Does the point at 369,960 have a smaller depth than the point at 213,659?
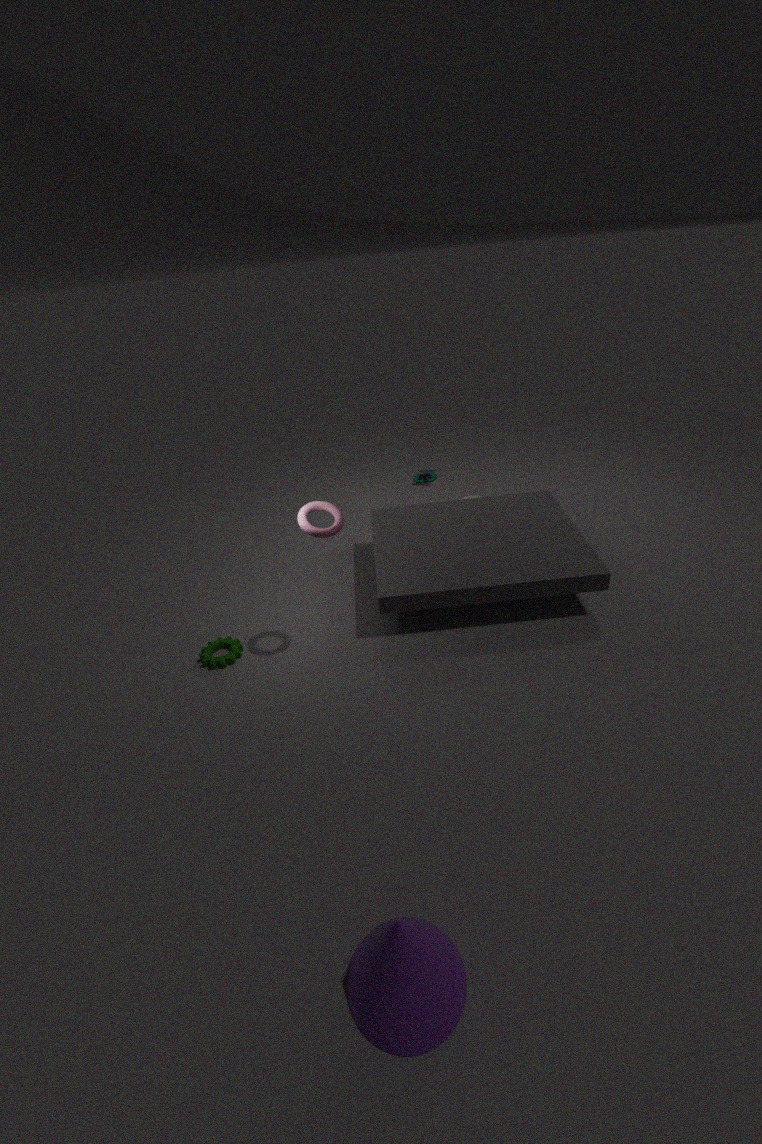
Yes
